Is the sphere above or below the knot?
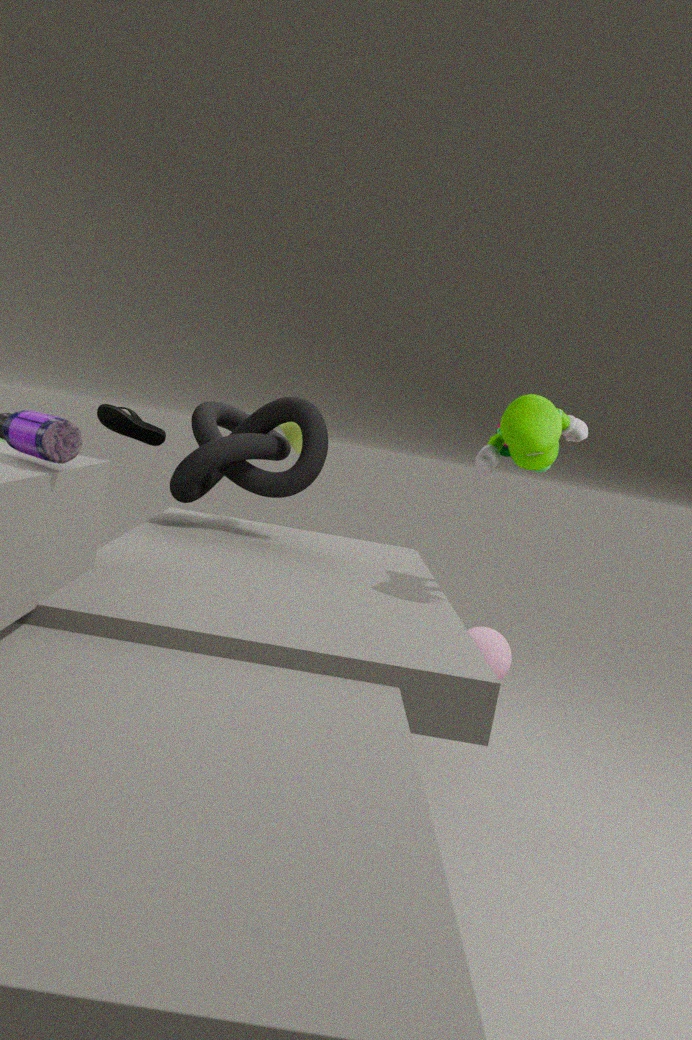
below
